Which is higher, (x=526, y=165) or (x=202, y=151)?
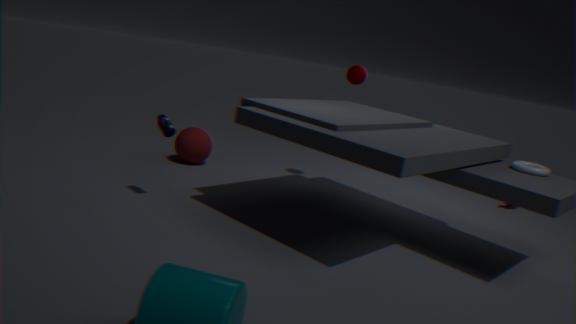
(x=526, y=165)
